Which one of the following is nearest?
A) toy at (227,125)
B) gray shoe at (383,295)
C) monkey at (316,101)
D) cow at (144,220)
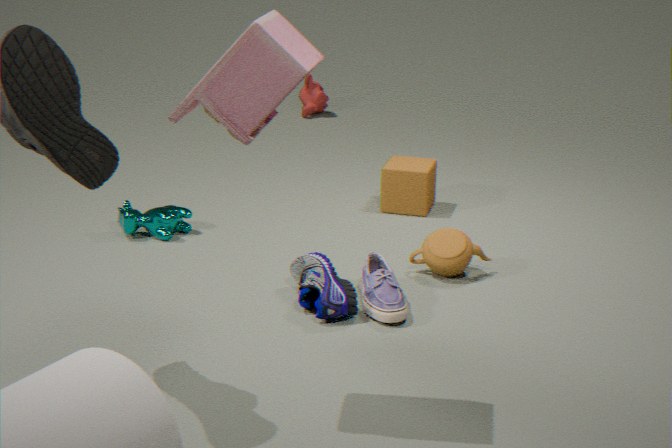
A: toy at (227,125)
